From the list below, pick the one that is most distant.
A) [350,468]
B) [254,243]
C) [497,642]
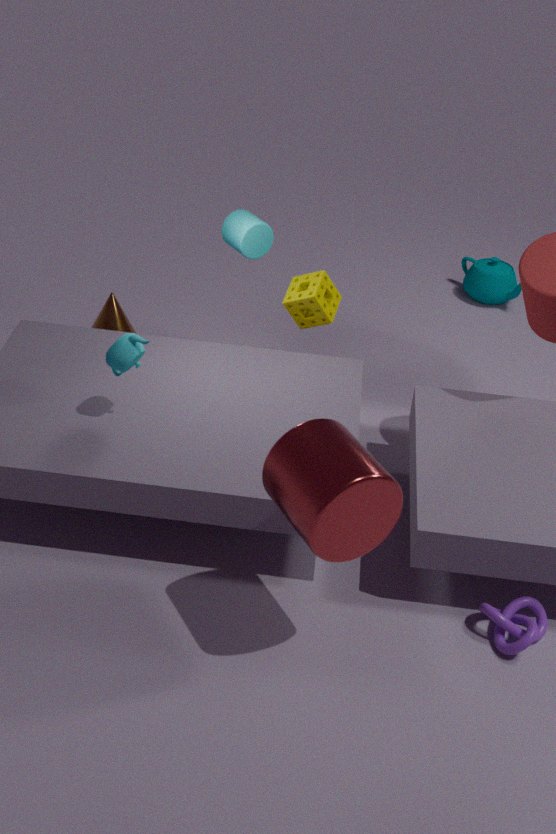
[254,243]
